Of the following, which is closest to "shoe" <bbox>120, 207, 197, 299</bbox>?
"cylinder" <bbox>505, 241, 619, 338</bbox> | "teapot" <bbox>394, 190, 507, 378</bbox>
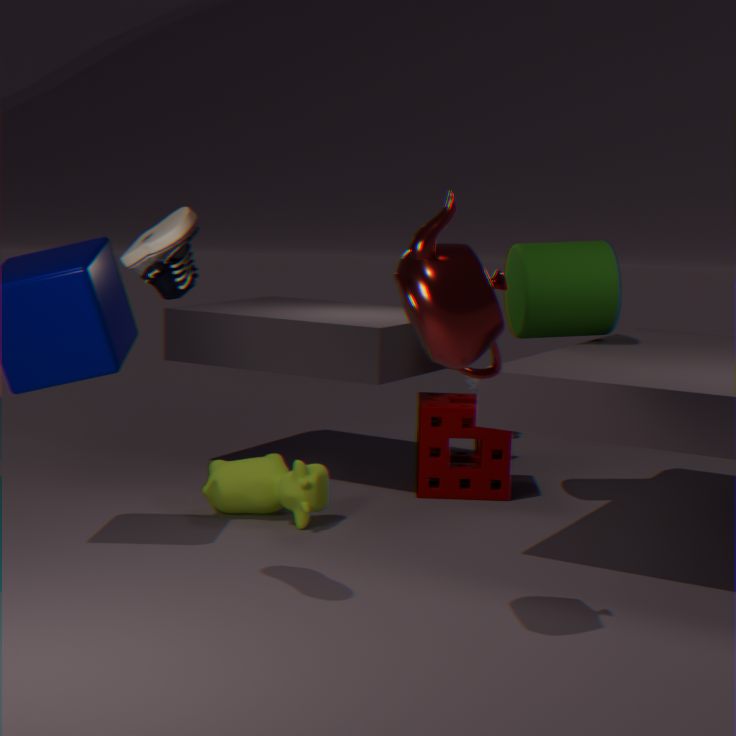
"teapot" <bbox>394, 190, 507, 378</bbox>
